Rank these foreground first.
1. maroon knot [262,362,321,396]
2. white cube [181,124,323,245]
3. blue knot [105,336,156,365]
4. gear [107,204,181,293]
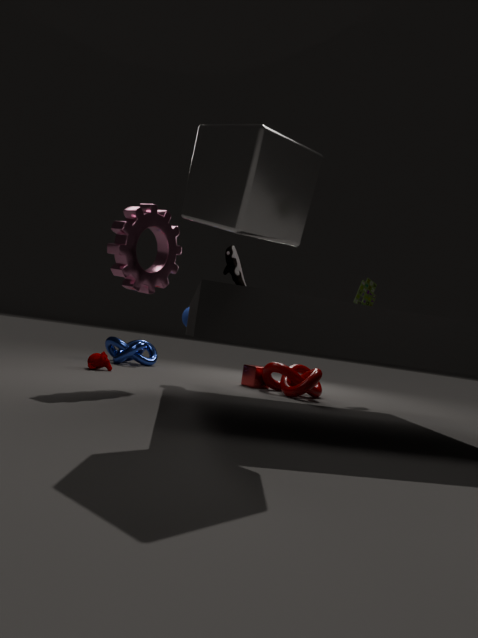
white cube [181,124,323,245], gear [107,204,181,293], maroon knot [262,362,321,396], blue knot [105,336,156,365]
